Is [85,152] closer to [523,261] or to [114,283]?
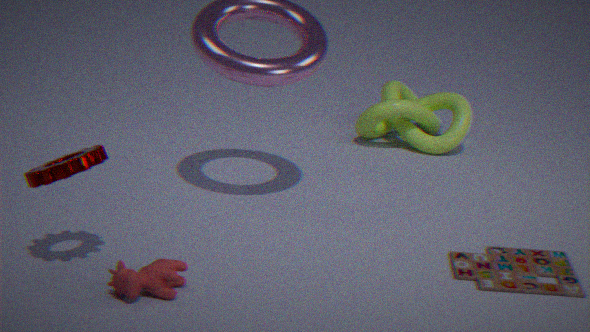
[114,283]
